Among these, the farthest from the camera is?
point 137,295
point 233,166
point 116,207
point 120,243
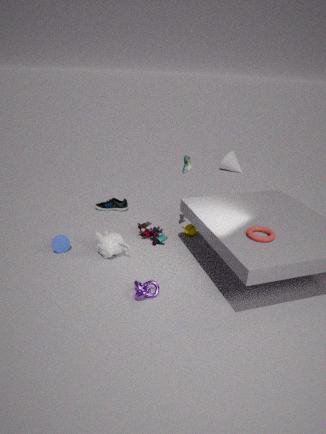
point 233,166
